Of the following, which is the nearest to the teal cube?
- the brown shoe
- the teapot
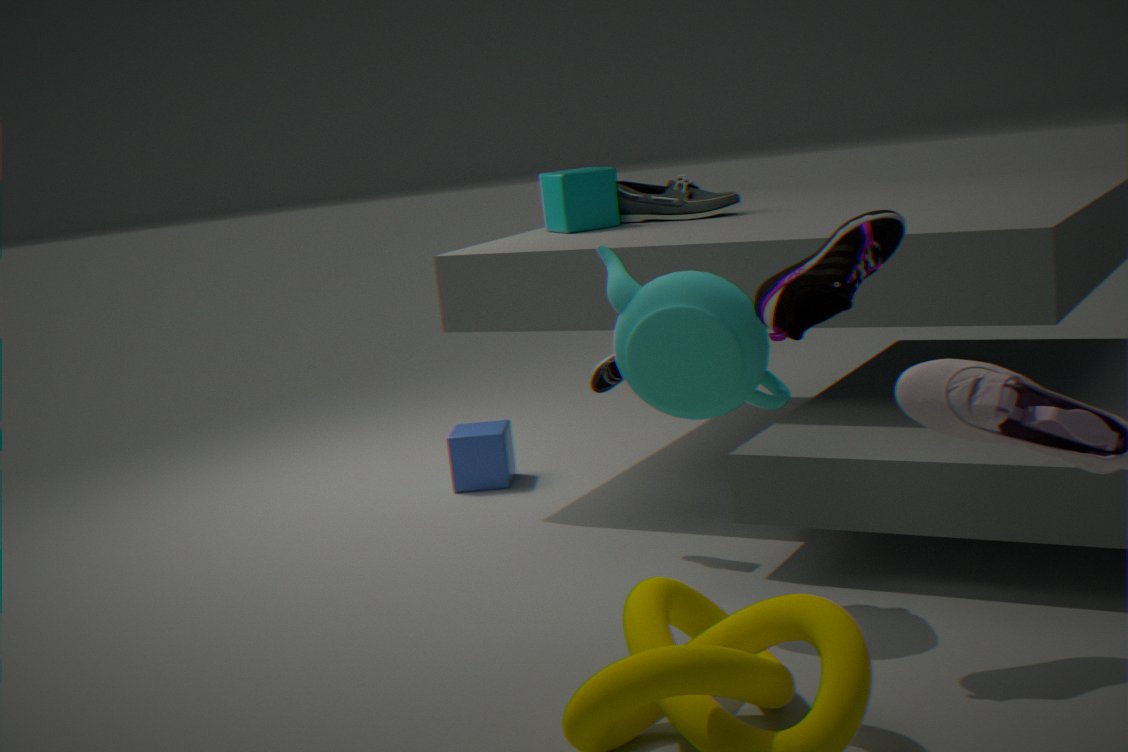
the teapot
